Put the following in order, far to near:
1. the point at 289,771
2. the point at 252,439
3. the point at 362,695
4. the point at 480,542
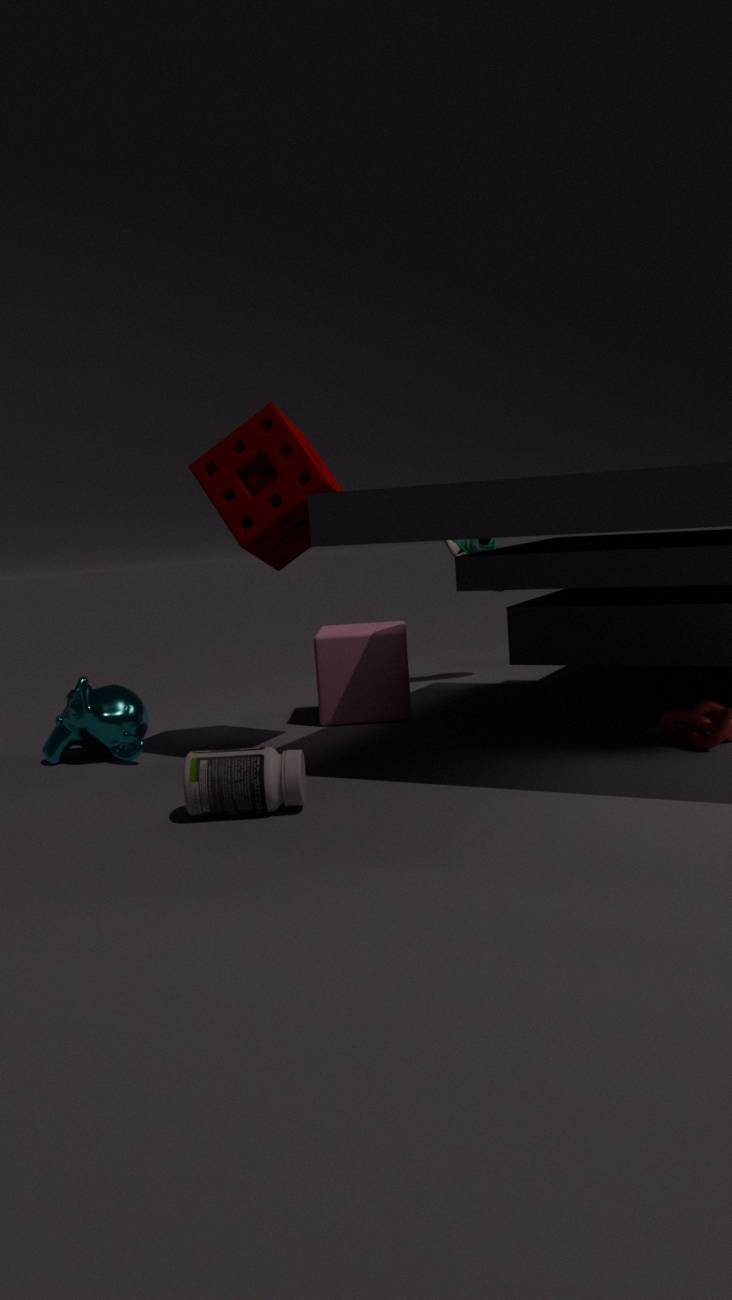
the point at 480,542, the point at 362,695, the point at 252,439, the point at 289,771
